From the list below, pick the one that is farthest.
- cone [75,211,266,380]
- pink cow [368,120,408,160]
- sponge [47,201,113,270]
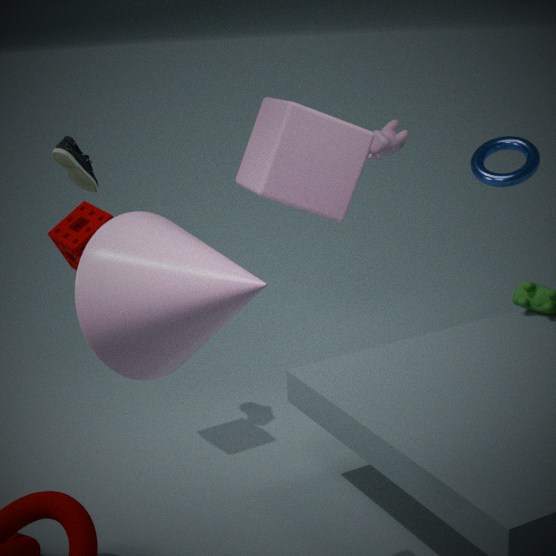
pink cow [368,120,408,160]
